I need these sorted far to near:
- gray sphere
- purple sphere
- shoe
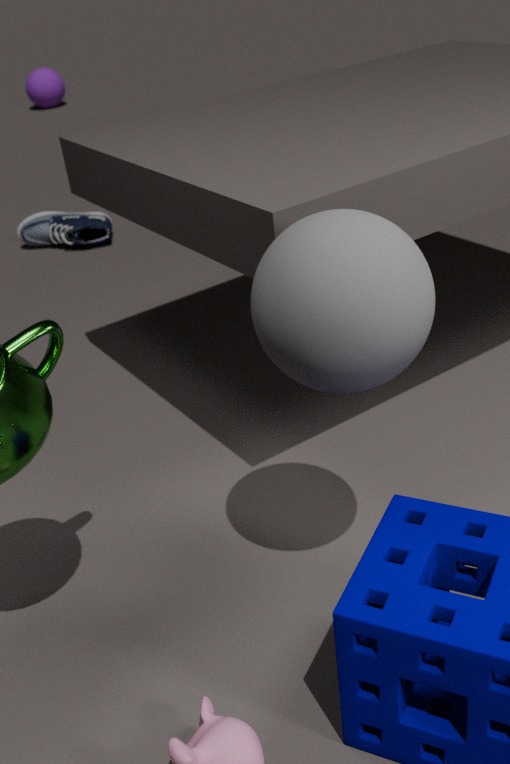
purple sphere
shoe
gray sphere
